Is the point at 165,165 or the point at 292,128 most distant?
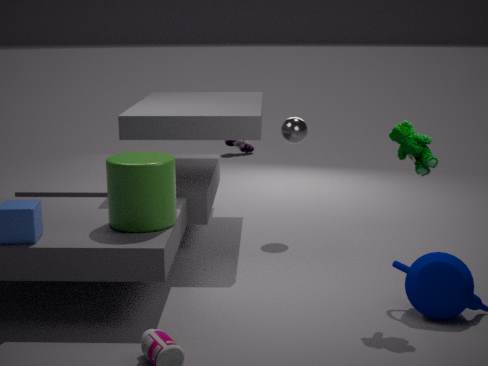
the point at 292,128
